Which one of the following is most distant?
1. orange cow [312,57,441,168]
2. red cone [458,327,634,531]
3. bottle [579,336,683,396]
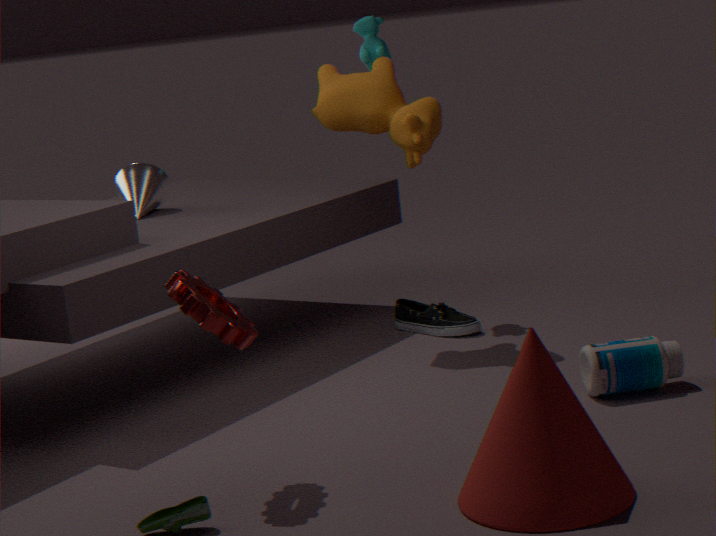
orange cow [312,57,441,168]
